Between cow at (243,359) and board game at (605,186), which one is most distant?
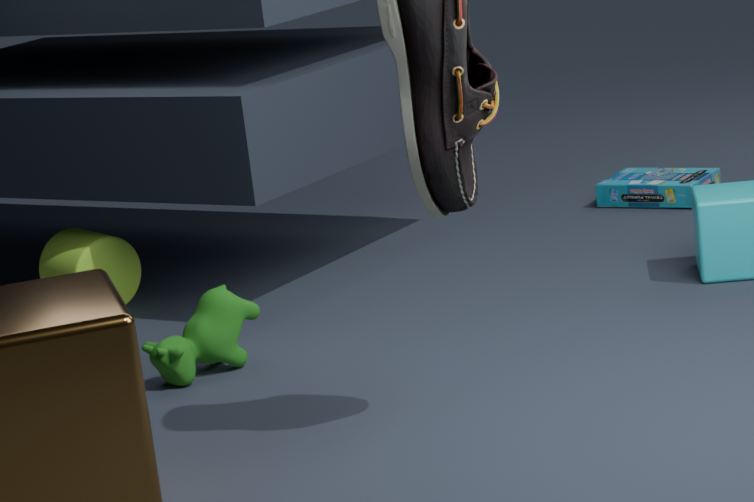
board game at (605,186)
